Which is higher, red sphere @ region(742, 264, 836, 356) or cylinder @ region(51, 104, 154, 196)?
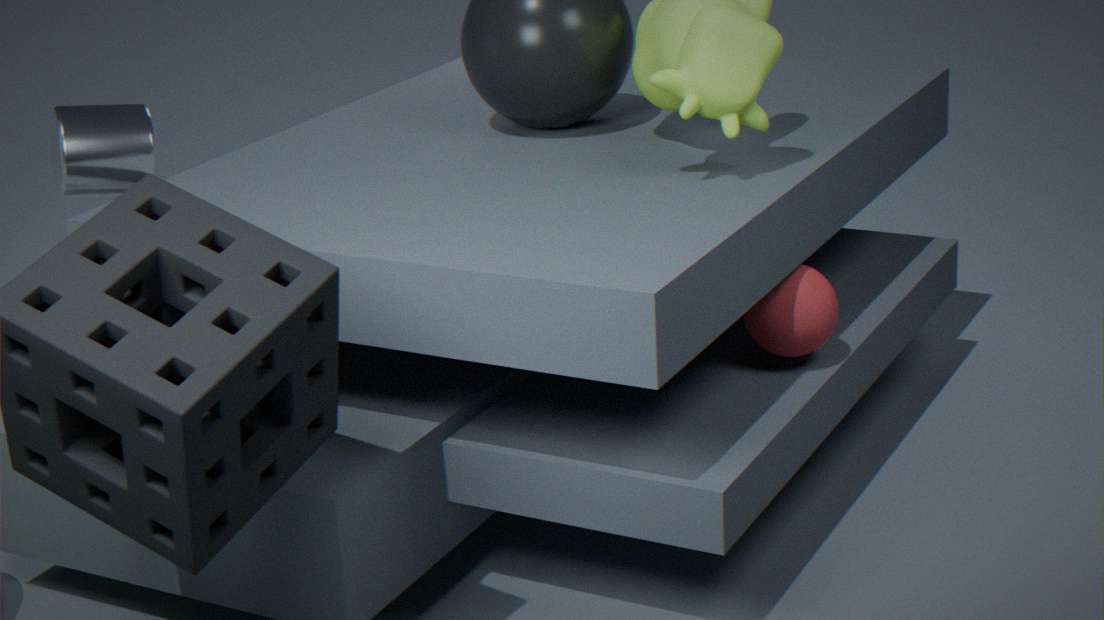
cylinder @ region(51, 104, 154, 196)
